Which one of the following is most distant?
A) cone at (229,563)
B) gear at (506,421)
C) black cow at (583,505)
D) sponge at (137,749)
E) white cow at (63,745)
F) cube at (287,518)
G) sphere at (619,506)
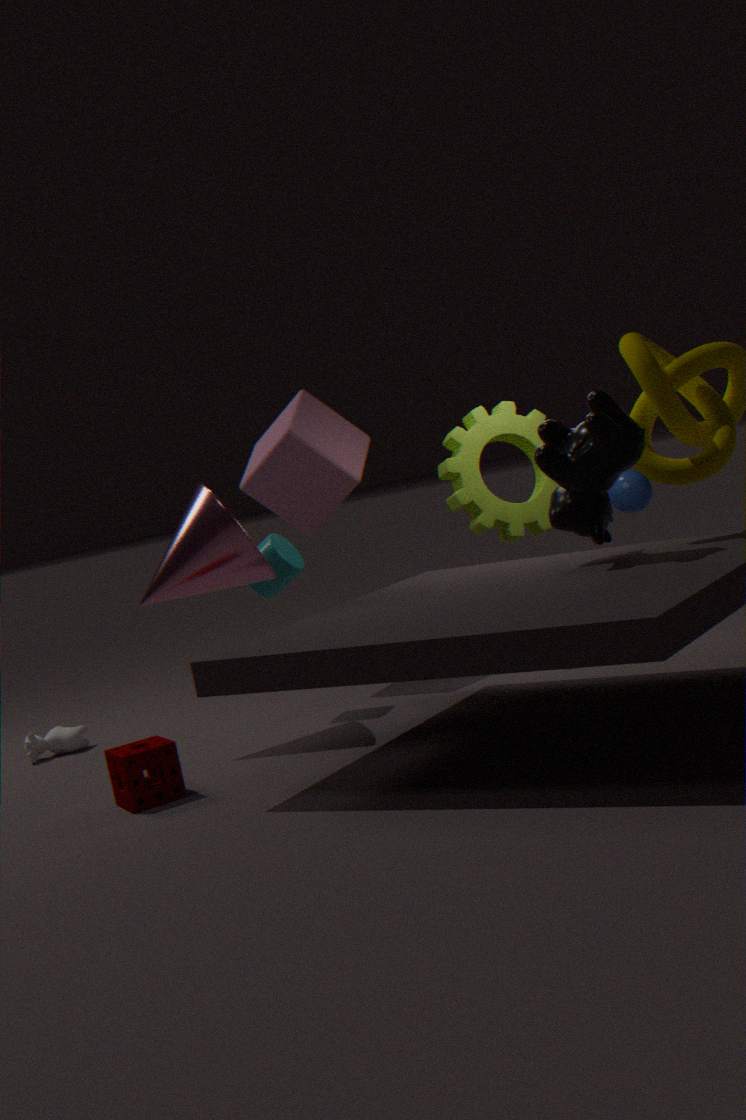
sphere at (619,506)
